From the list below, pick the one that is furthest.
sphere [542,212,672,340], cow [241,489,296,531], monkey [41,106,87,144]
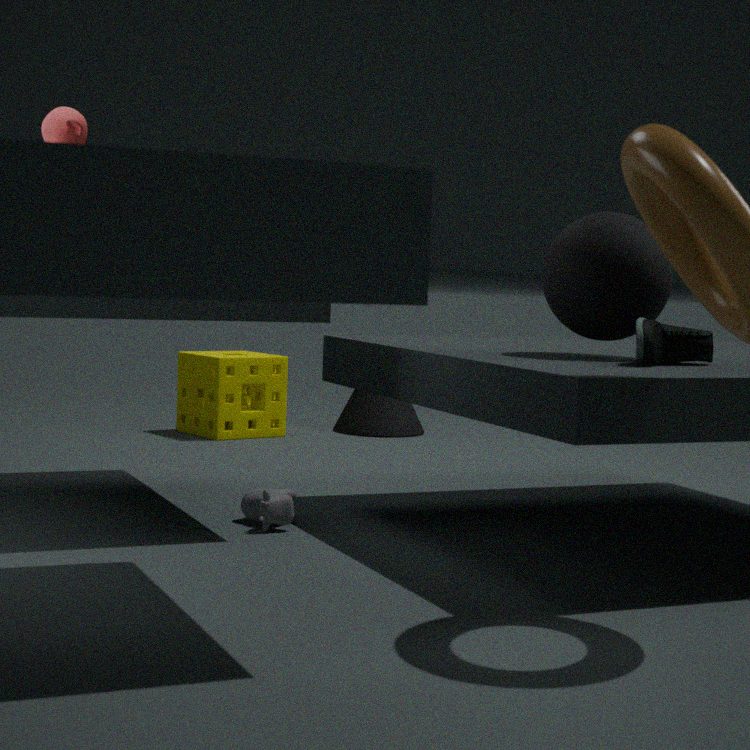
cow [241,489,296,531]
